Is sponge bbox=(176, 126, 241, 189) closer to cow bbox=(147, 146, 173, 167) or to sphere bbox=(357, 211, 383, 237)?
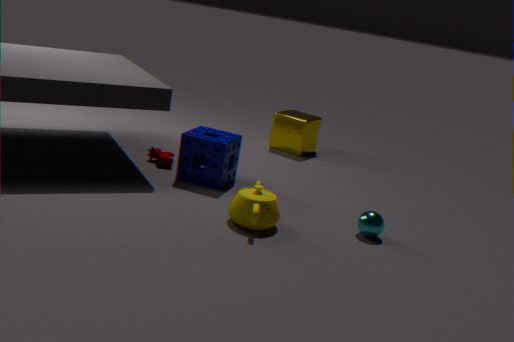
cow bbox=(147, 146, 173, 167)
